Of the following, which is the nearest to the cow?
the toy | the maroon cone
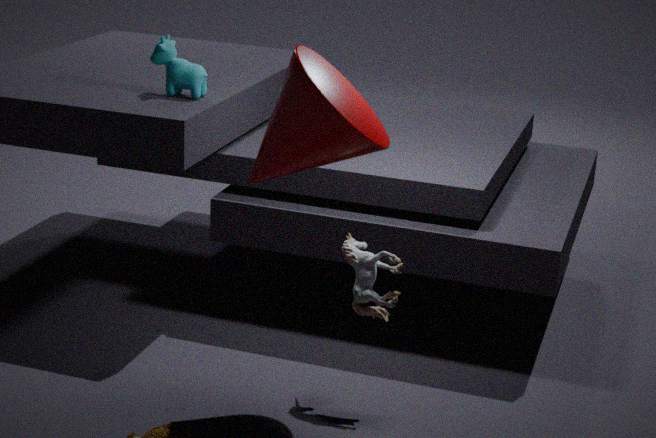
the maroon cone
